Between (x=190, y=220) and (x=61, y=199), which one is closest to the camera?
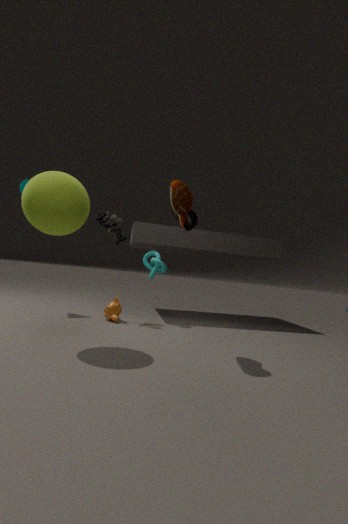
(x=61, y=199)
